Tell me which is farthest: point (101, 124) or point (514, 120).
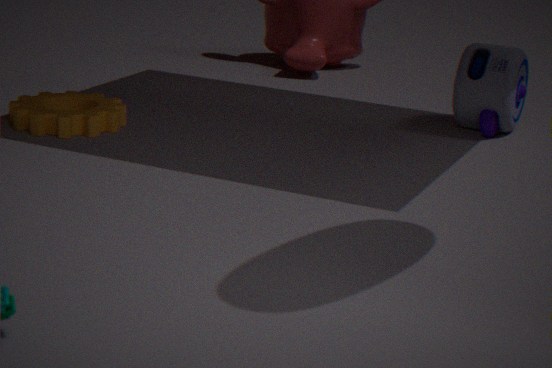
point (514, 120)
